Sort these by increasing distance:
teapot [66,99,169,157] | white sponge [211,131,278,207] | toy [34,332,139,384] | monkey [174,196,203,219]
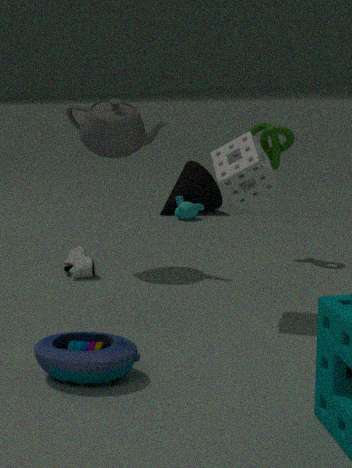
toy [34,332,139,384]
white sponge [211,131,278,207]
teapot [66,99,169,157]
monkey [174,196,203,219]
